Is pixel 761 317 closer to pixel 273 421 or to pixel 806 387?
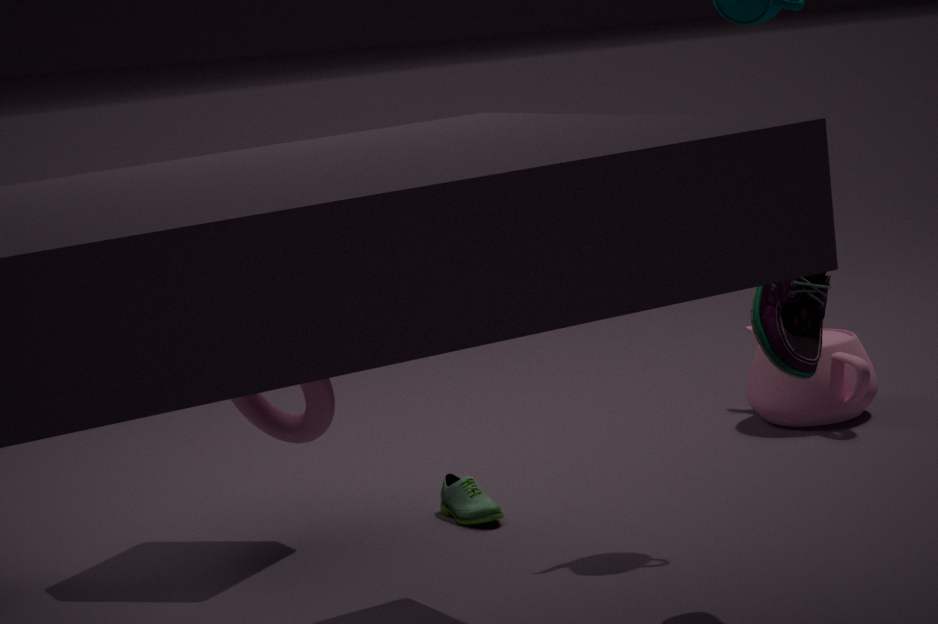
pixel 273 421
